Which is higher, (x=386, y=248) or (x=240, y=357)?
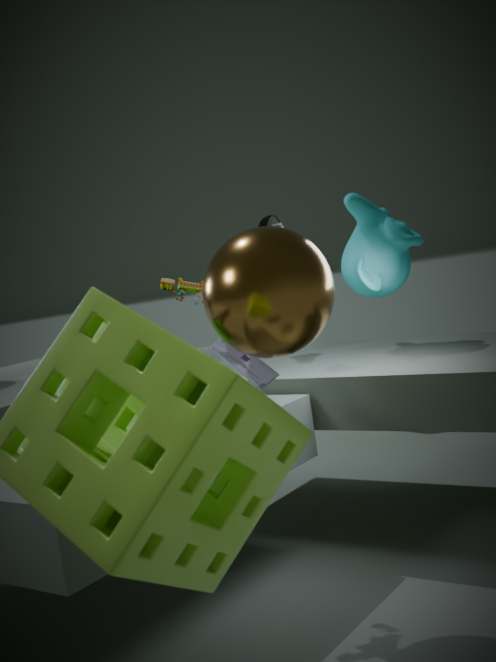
(x=386, y=248)
